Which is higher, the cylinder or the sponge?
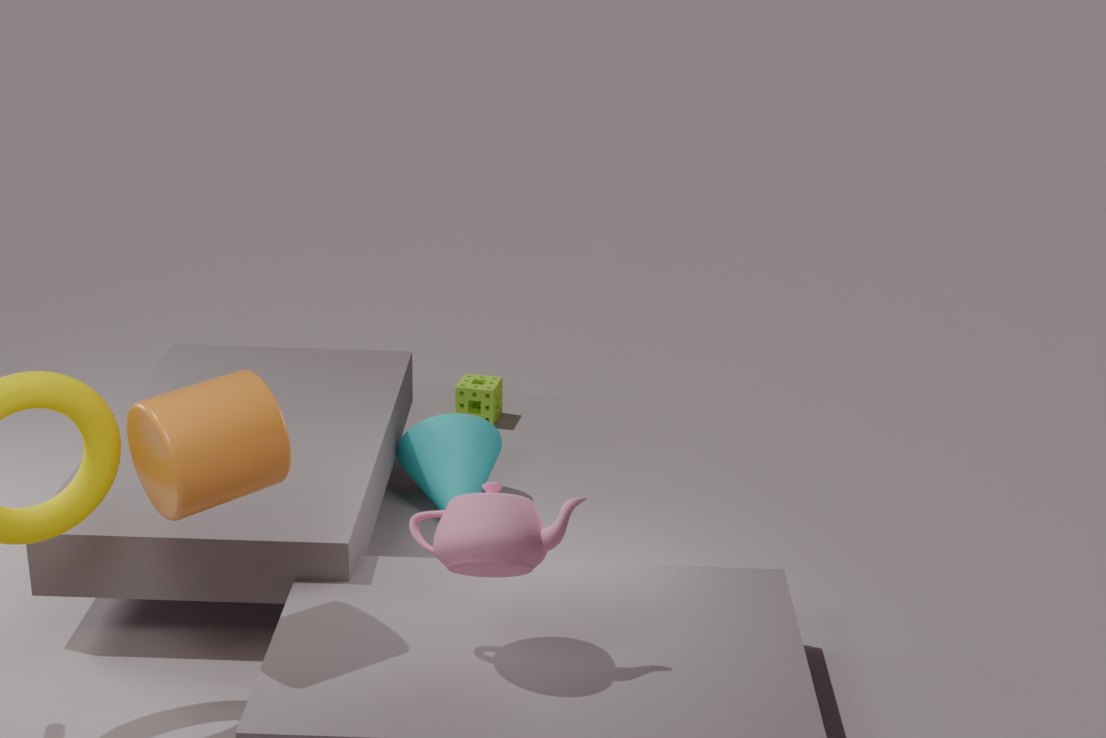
the cylinder
